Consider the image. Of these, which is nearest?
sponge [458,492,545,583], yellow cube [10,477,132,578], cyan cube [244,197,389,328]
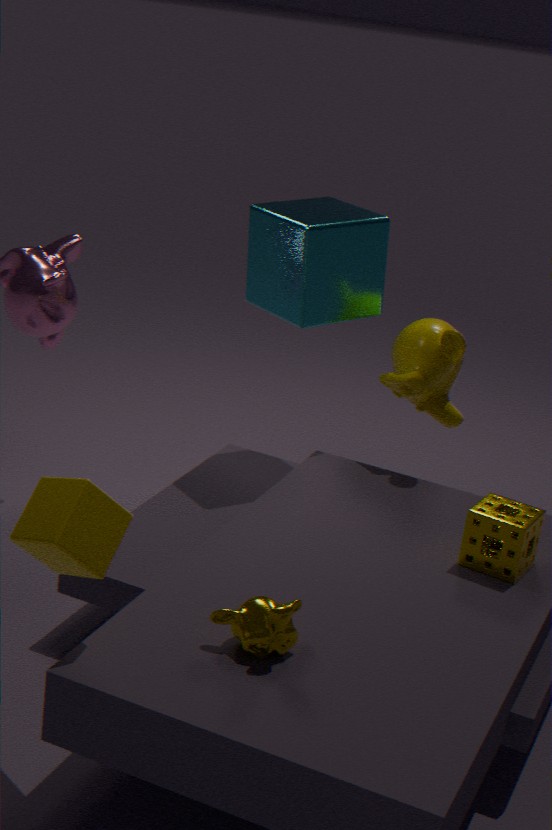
yellow cube [10,477,132,578]
